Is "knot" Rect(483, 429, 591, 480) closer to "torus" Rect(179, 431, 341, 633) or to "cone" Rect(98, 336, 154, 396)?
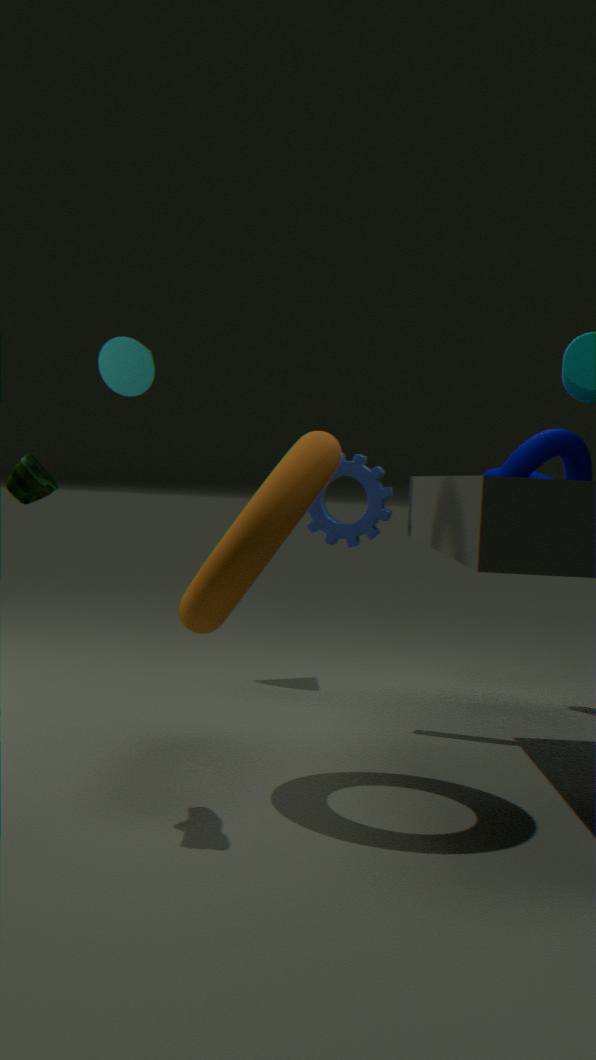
"torus" Rect(179, 431, 341, 633)
